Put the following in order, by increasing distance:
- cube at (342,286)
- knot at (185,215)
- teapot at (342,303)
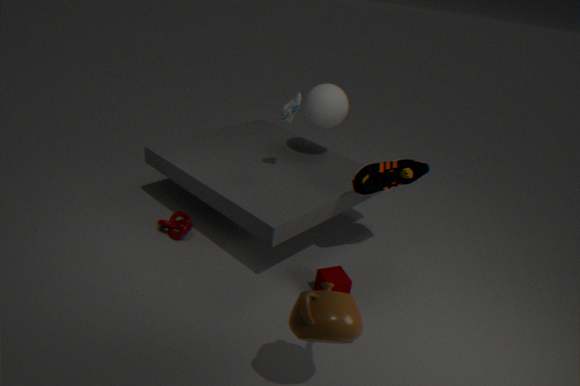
teapot at (342,303) < cube at (342,286) < knot at (185,215)
